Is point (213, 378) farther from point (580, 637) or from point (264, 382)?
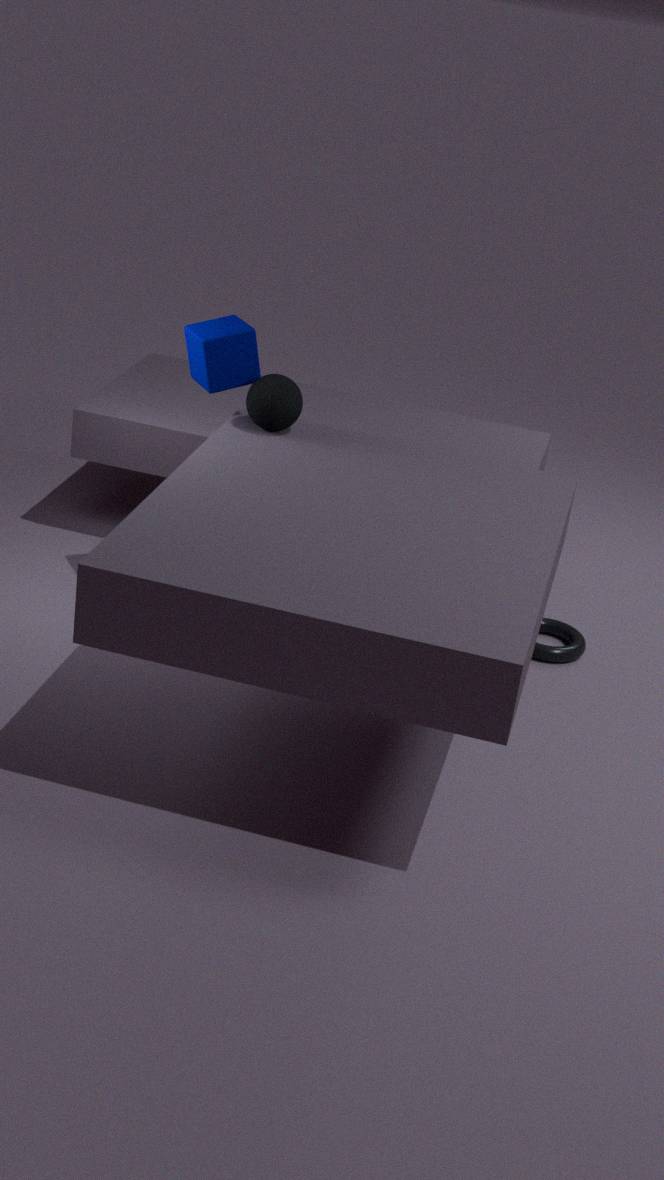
point (580, 637)
